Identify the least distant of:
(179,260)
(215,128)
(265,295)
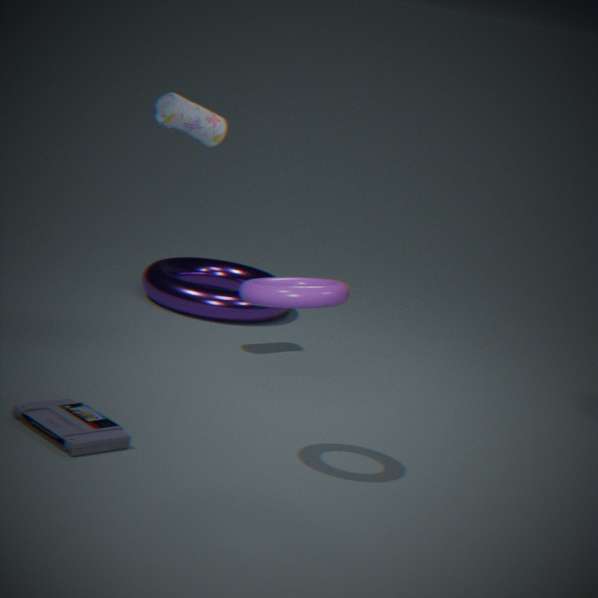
(265,295)
